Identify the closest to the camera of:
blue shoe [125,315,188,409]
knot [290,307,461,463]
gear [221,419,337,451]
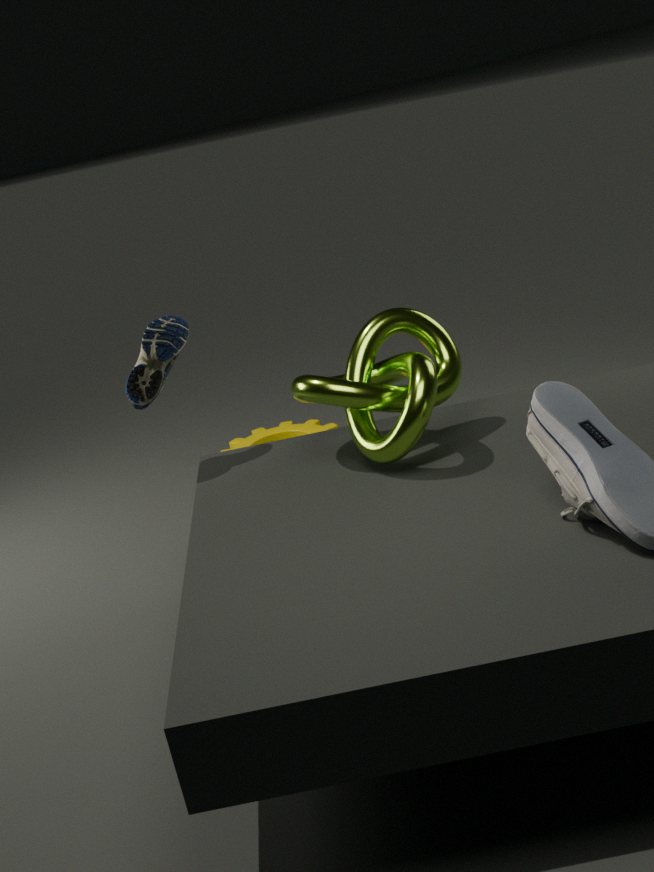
knot [290,307,461,463]
